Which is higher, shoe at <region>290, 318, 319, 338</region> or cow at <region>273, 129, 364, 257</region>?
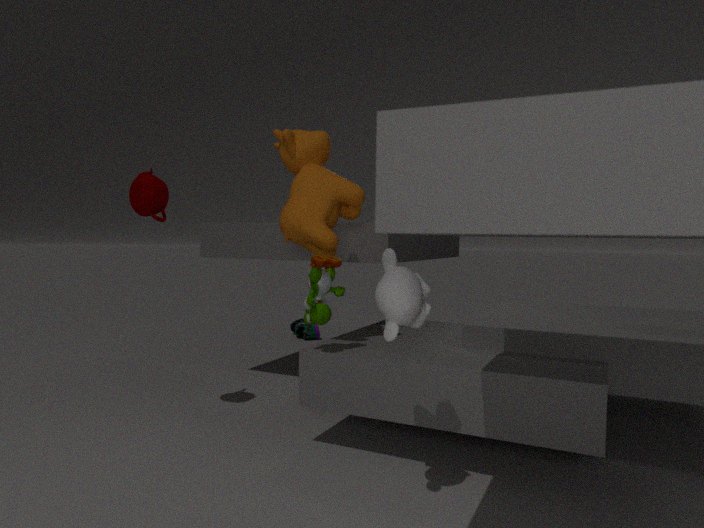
cow at <region>273, 129, 364, 257</region>
